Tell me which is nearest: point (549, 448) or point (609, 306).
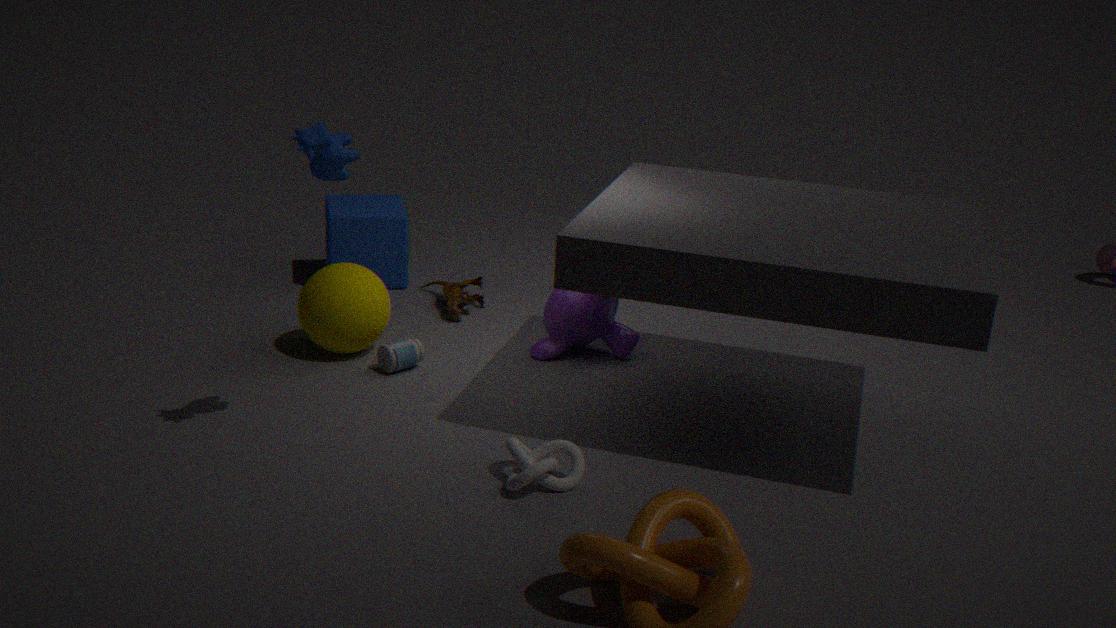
point (549, 448)
